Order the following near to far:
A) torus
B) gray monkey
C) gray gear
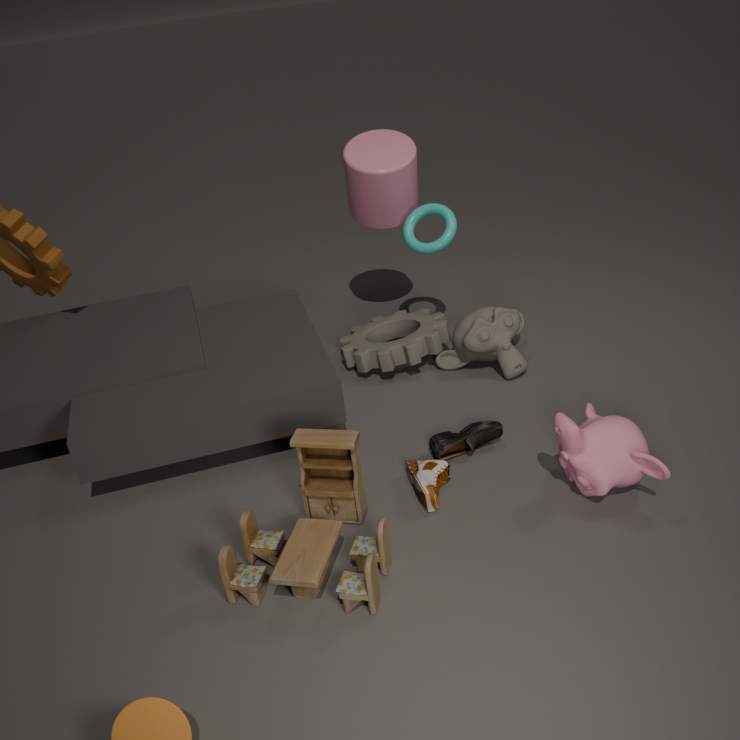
gray monkey
gray gear
torus
